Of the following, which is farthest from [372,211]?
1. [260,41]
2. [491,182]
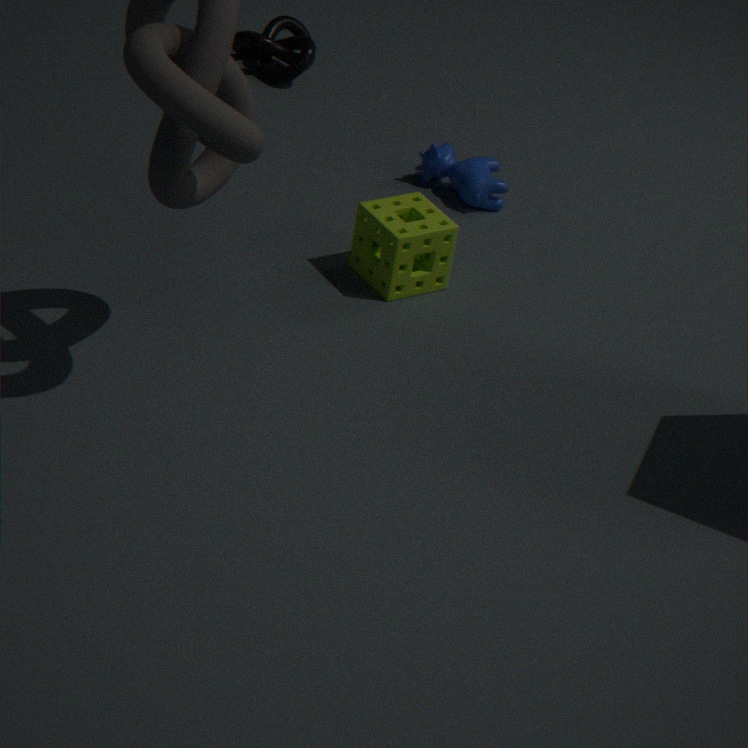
[260,41]
